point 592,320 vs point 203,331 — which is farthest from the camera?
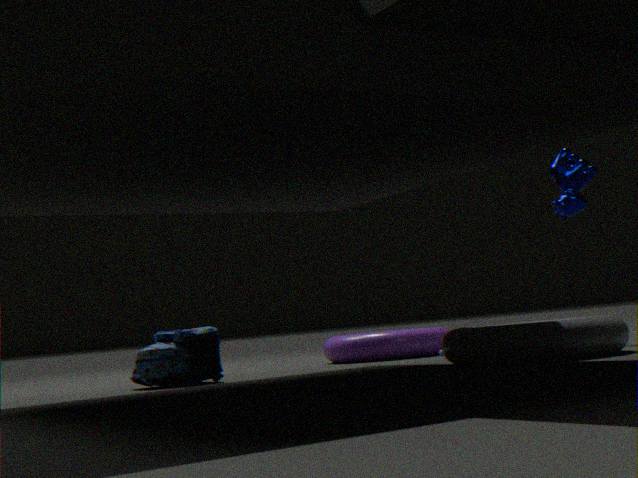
point 203,331
